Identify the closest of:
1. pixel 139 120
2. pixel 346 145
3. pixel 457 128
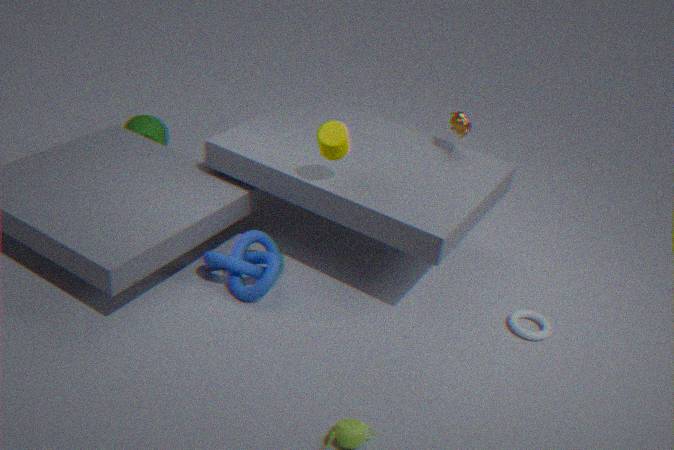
pixel 346 145
